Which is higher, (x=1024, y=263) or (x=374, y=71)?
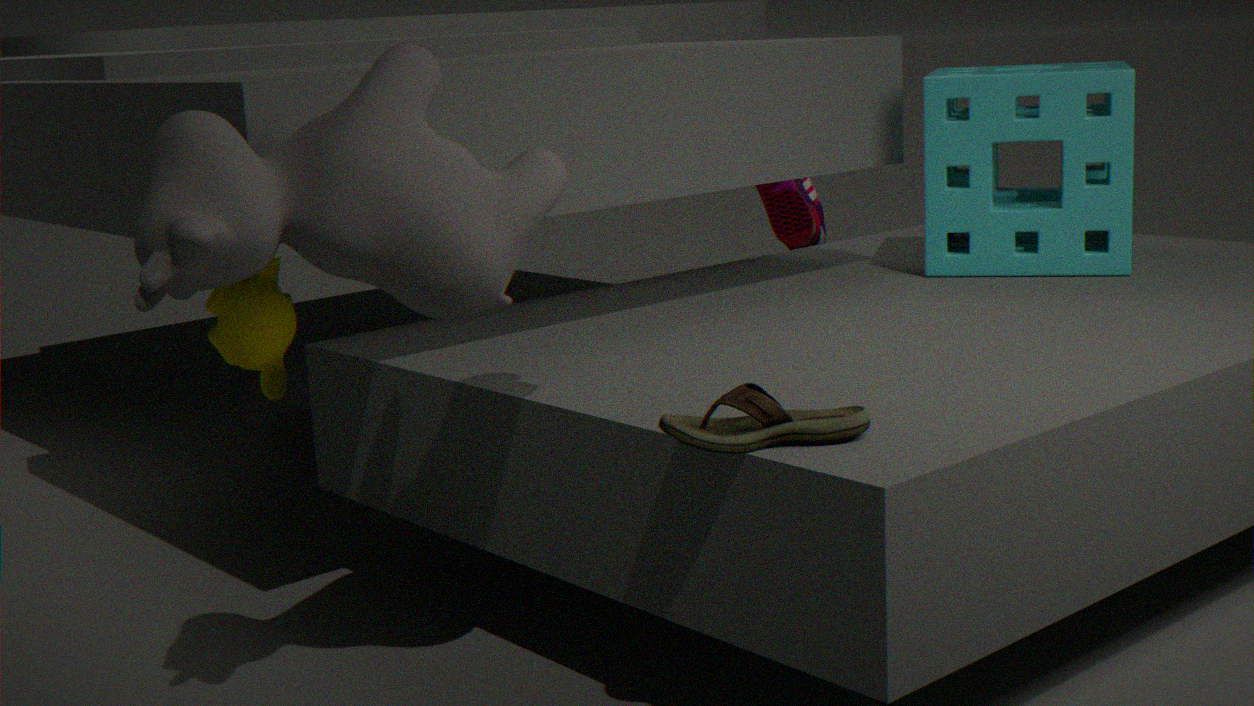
(x=374, y=71)
